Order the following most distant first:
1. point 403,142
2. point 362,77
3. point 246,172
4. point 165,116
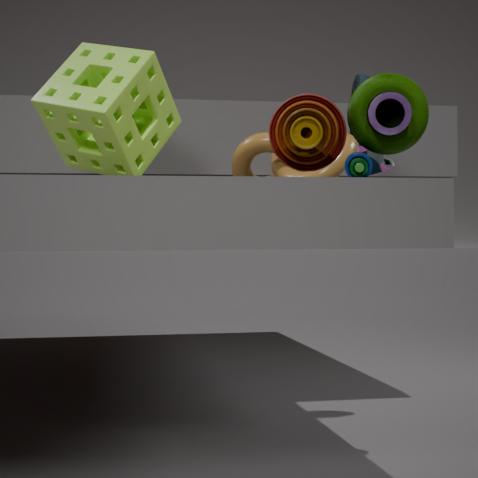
point 246,172, point 362,77, point 165,116, point 403,142
